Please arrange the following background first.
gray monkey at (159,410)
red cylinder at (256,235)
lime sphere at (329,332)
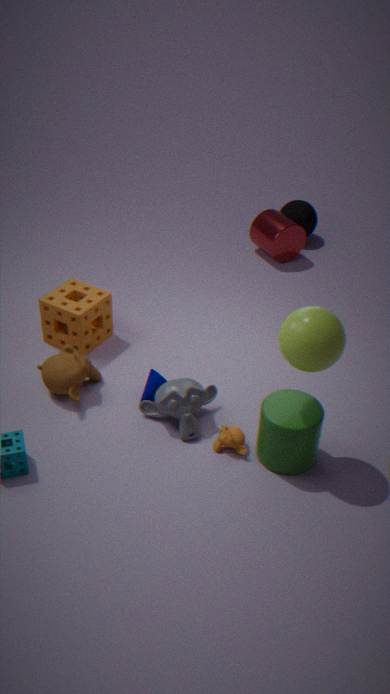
1. red cylinder at (256,235)
2. gray monkey at (159,410)
3. lime sphere at (329,332)
